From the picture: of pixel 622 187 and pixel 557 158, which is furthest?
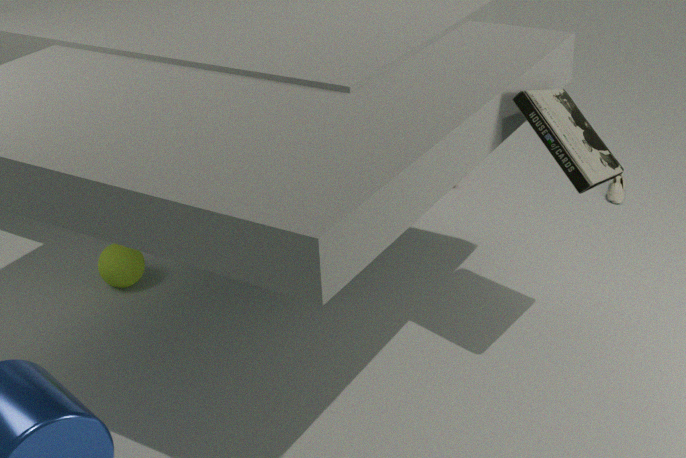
pixel 622 187
